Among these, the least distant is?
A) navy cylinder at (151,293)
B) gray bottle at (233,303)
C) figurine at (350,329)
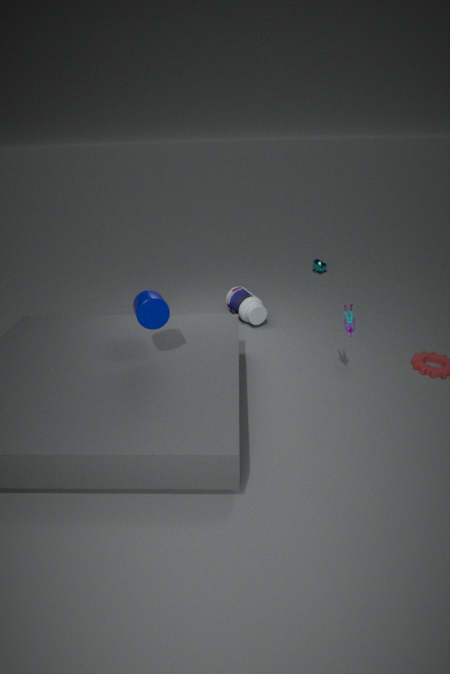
navy cylinder at (151,293)
